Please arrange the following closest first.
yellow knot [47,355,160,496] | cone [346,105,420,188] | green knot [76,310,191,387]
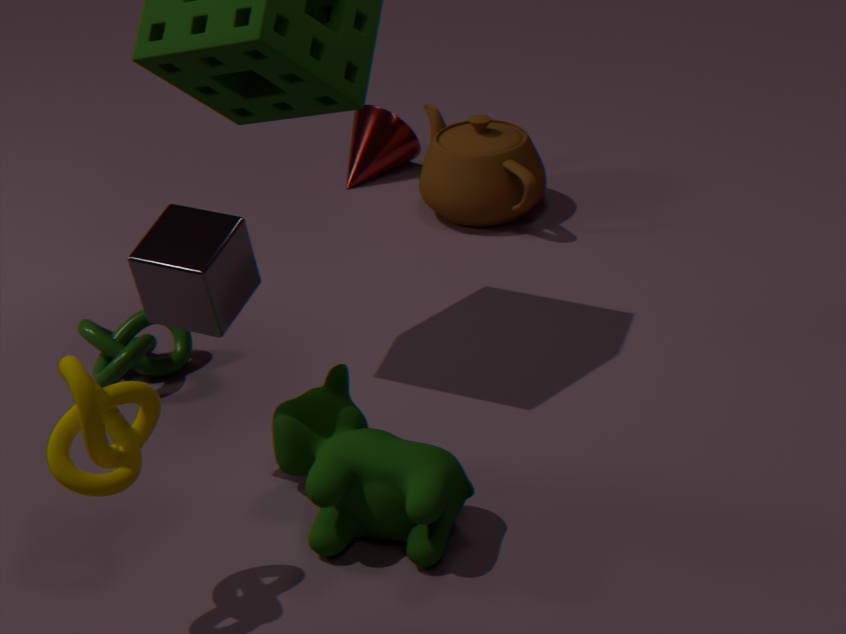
yellow knot [47,355,160,496] < green knot [76,310,191,387] < cone [346,105,420,188]
